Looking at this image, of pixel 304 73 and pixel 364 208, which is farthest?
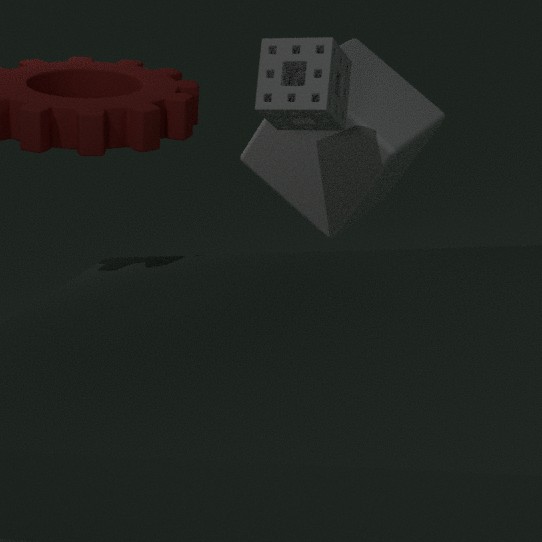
pixel 364 208
